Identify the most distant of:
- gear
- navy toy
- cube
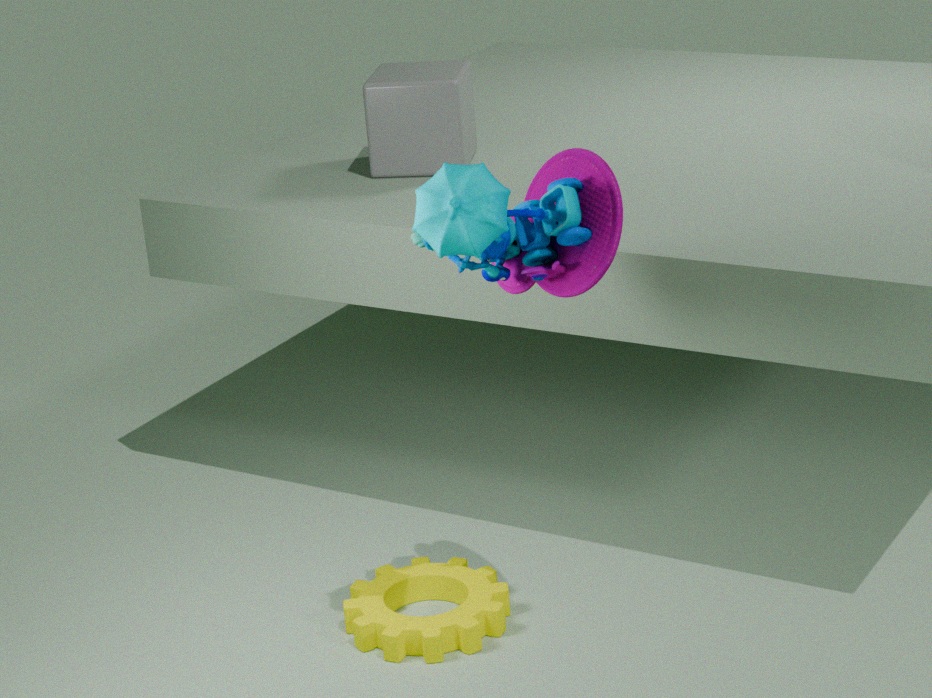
cube
